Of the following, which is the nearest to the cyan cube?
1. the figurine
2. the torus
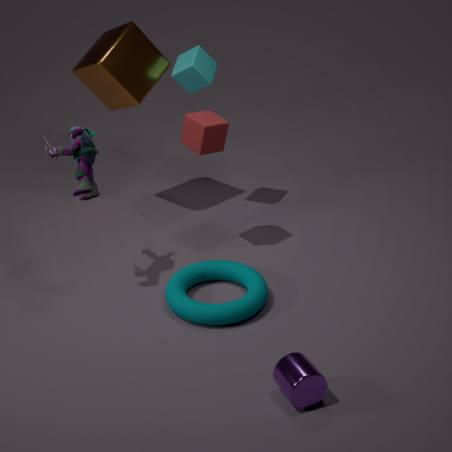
the figurine
